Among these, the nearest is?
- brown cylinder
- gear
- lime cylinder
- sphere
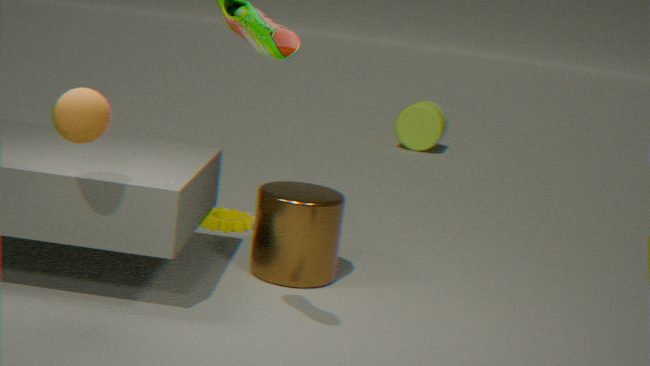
sphere
